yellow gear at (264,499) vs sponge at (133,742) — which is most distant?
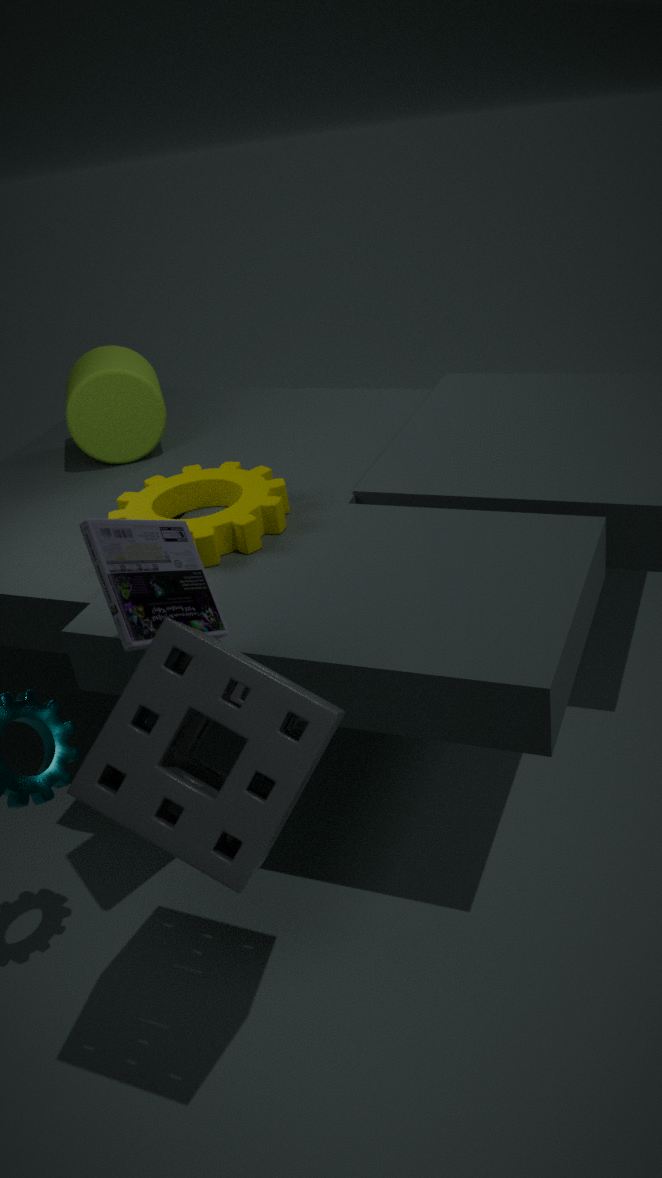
yellow gear at (264,499)
